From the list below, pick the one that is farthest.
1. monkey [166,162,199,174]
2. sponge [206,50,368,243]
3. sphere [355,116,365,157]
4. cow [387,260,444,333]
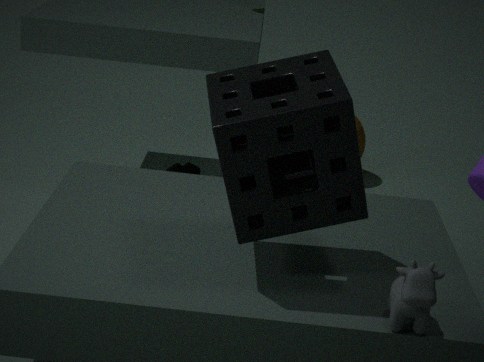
sphere [355,116,365,157]
